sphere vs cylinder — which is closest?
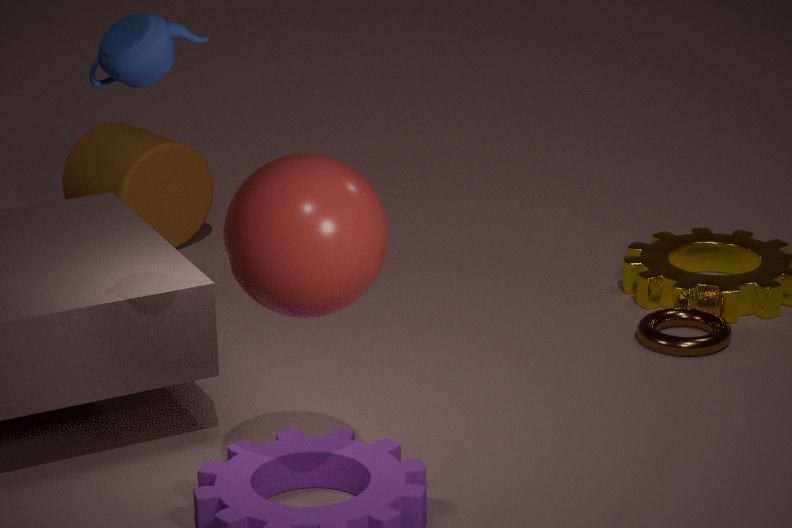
sphere
